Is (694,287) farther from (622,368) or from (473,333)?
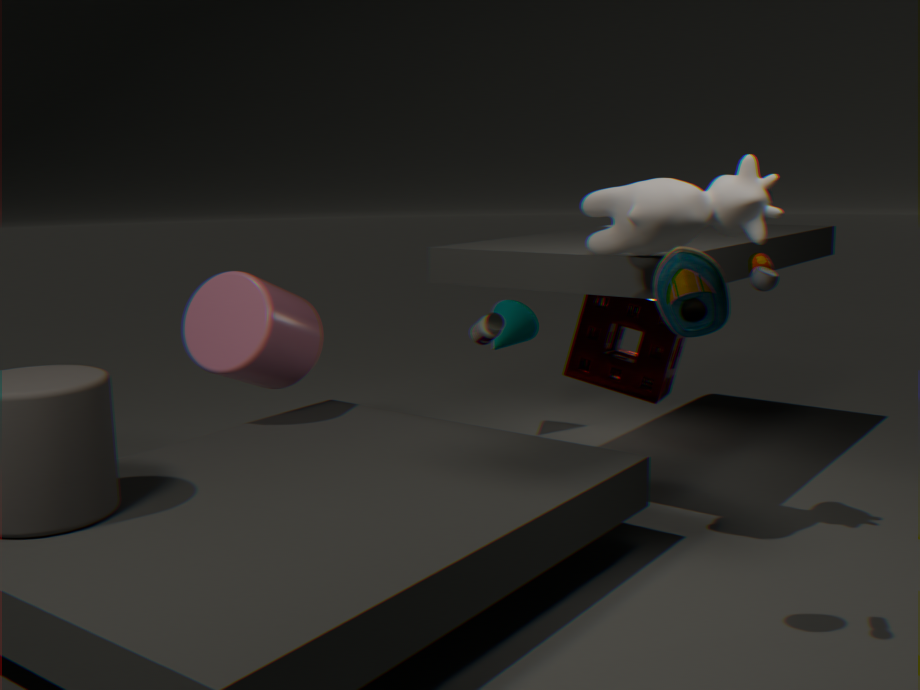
(622,368)
